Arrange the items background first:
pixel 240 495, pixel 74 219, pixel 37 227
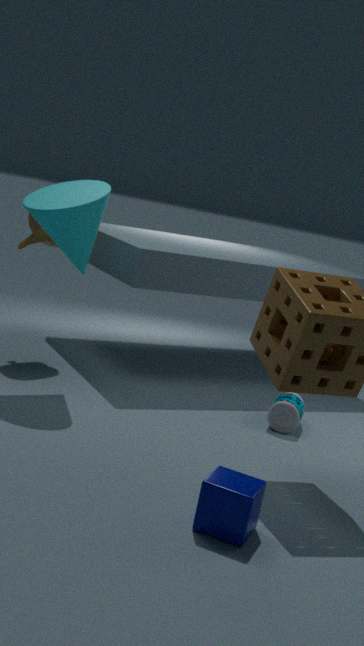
1. pixel 37 227
2. pixel 74 219
3. pixel 240 495
